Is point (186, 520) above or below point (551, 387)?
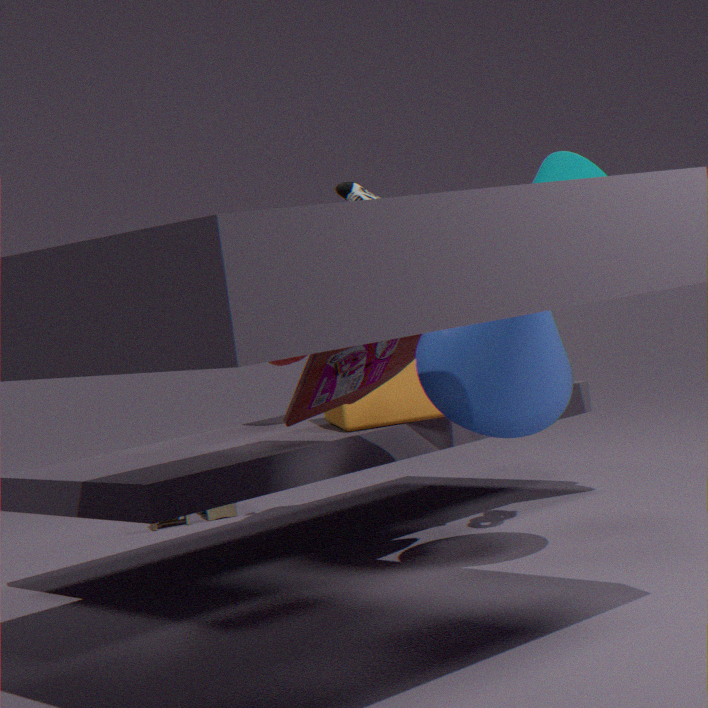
below
